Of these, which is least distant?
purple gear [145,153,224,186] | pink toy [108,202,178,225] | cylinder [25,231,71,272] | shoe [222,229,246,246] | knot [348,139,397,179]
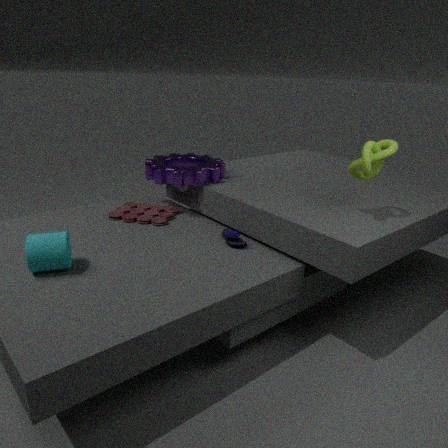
cylinder [25,231,71,272]
